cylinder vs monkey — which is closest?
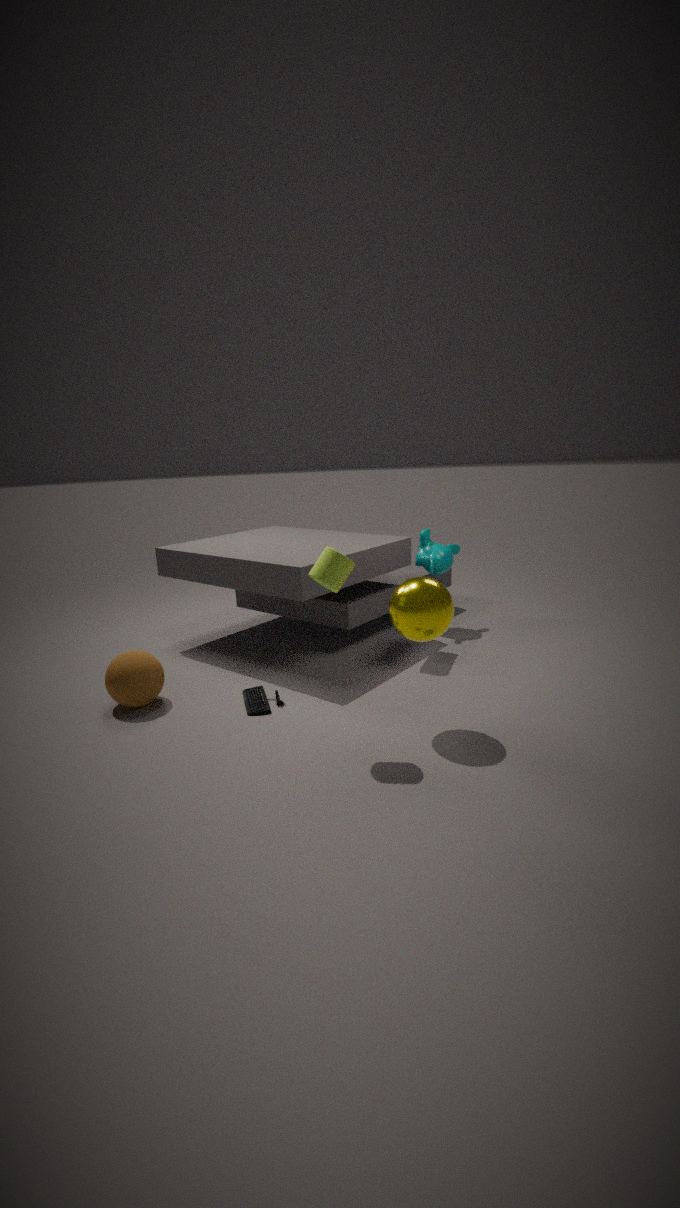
cylinder
